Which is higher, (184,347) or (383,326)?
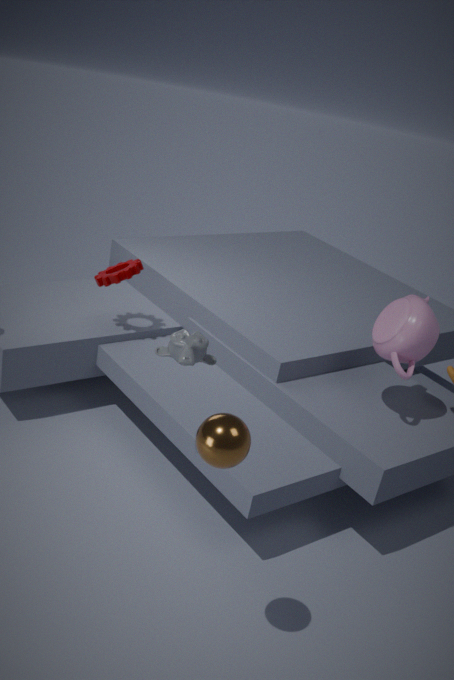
(383,326)
